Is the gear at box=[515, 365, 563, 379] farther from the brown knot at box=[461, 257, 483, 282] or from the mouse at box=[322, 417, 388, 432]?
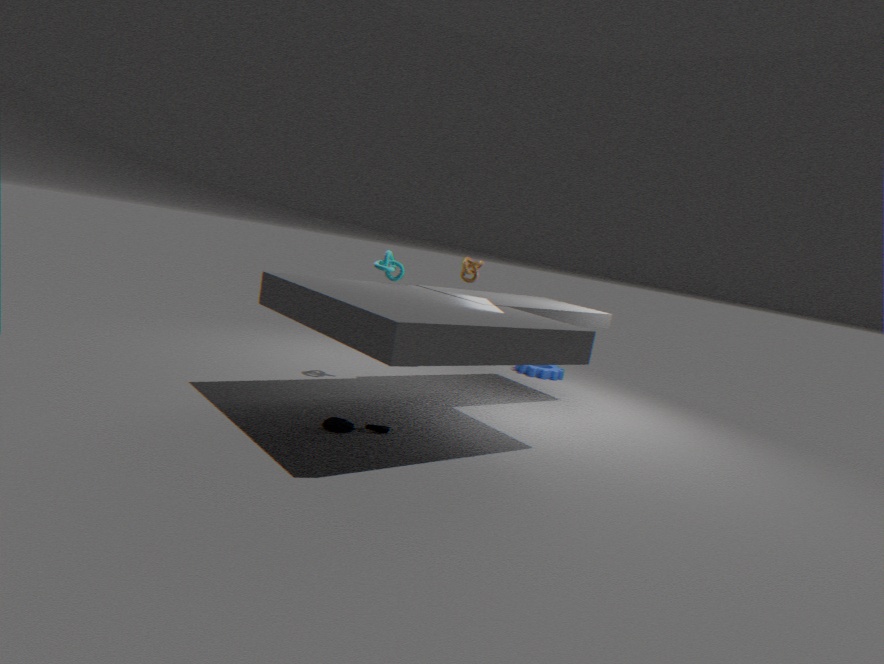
the mouse at box=[322, 417, 388, 432]
